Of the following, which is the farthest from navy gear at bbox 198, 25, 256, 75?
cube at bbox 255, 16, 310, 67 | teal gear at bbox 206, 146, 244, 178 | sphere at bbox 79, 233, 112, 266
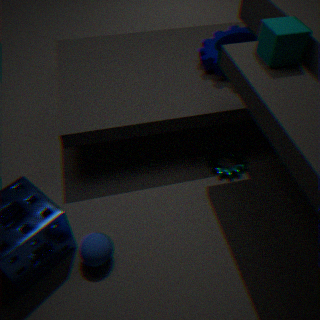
sphere at bbox 79, 233, 112, 266
